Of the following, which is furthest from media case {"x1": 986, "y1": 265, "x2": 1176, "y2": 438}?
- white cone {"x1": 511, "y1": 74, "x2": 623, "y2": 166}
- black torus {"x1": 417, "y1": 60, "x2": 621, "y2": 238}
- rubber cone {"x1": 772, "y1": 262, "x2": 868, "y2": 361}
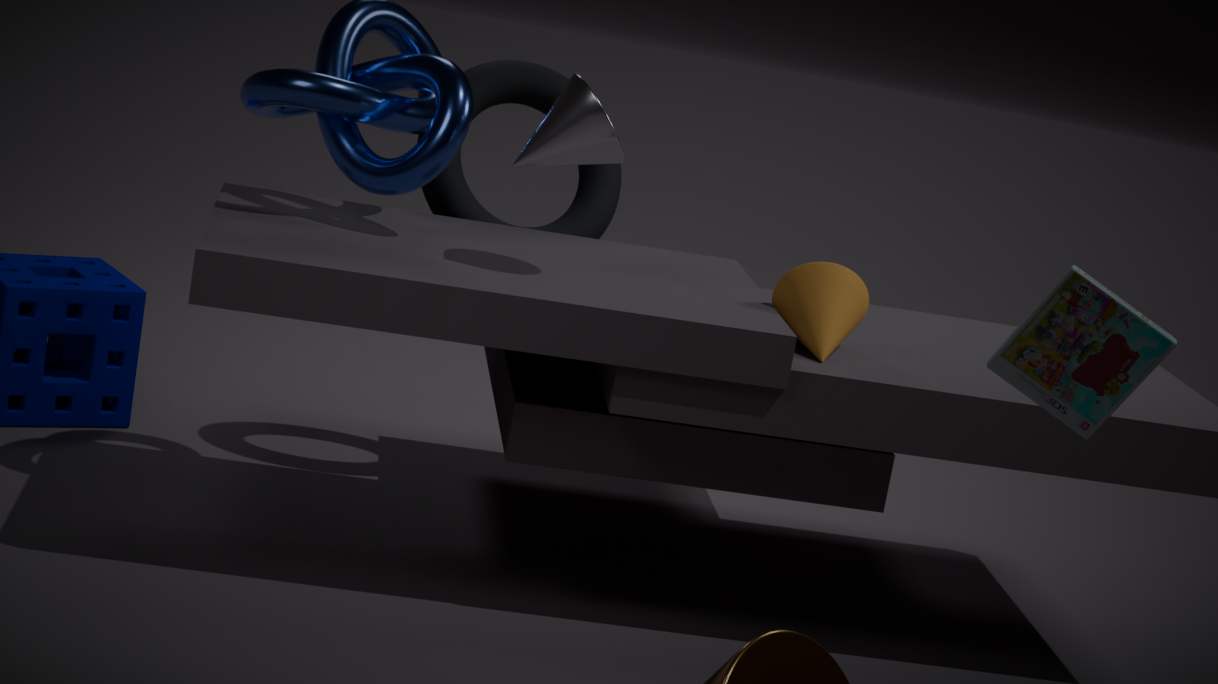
black torus {"x1": 417, "y1": 60, "x2": 621, "y2": 238}
